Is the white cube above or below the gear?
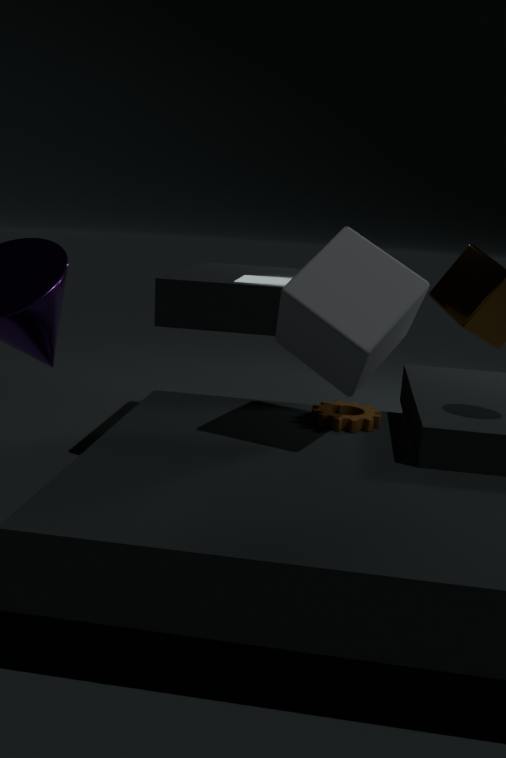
above
